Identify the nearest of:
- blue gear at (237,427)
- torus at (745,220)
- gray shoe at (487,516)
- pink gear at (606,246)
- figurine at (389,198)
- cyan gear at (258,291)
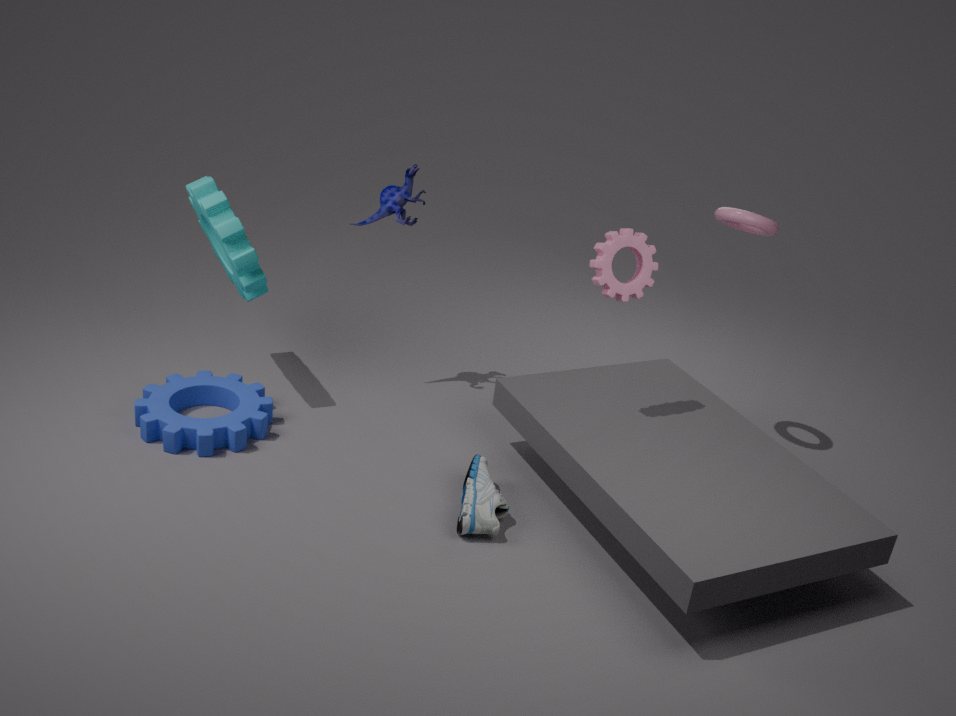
gray shoe at (487,516)
